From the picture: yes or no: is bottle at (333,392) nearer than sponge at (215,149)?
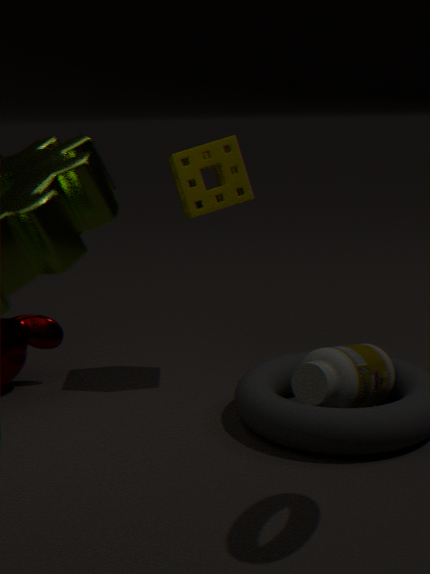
Yes
